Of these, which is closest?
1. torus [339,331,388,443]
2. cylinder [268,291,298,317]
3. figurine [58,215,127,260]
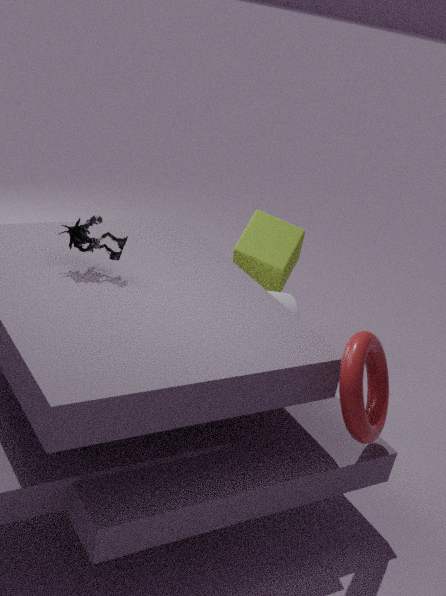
torus [339,331,388,443]
